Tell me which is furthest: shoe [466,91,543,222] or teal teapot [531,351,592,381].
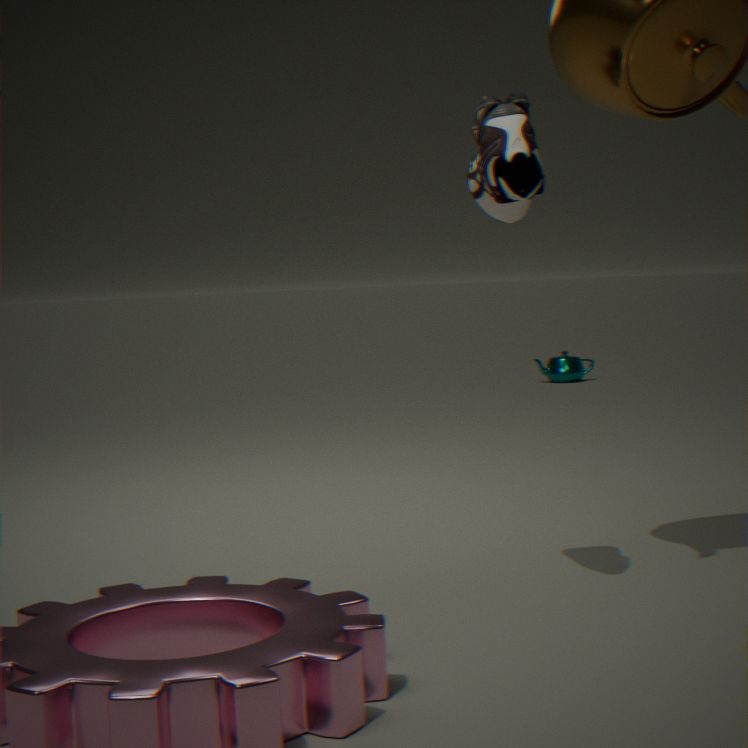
teal teapot [531,351,592,381]
